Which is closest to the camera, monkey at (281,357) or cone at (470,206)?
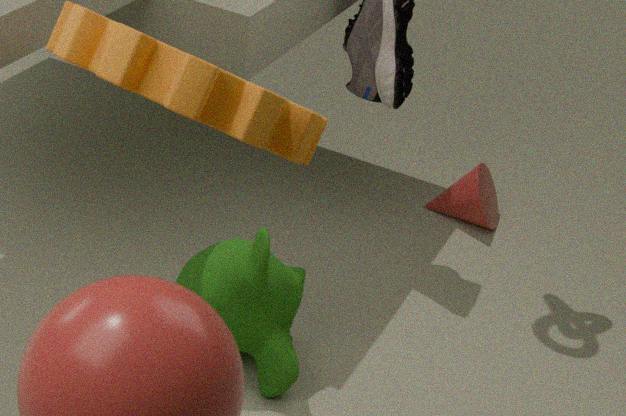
monkey at (281,357)
